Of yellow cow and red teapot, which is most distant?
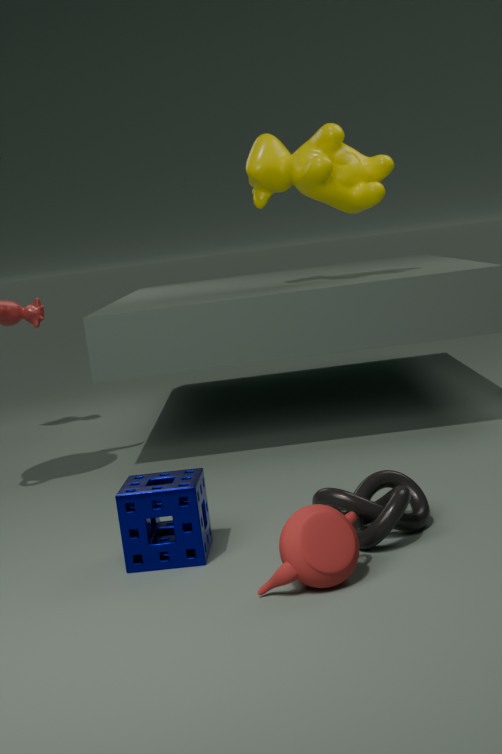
yellow cow
